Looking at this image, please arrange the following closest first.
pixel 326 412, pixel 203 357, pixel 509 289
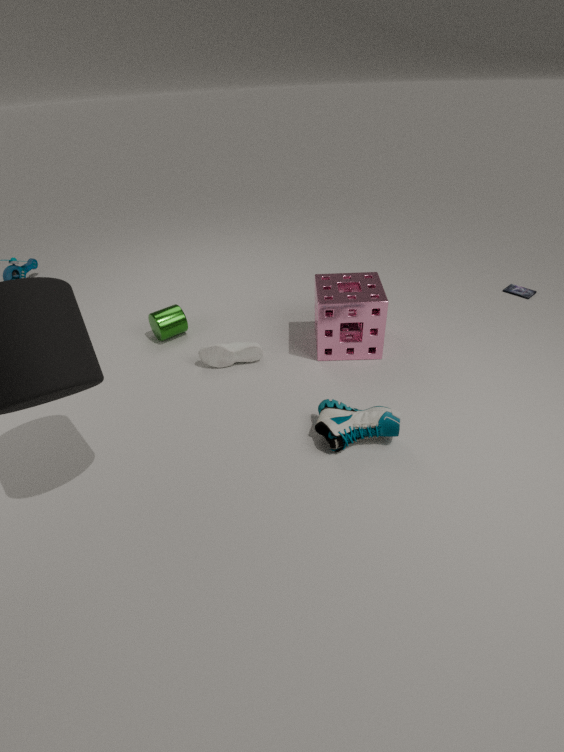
pixel 326 412 < pixel 203 357 < pixel 509 289
